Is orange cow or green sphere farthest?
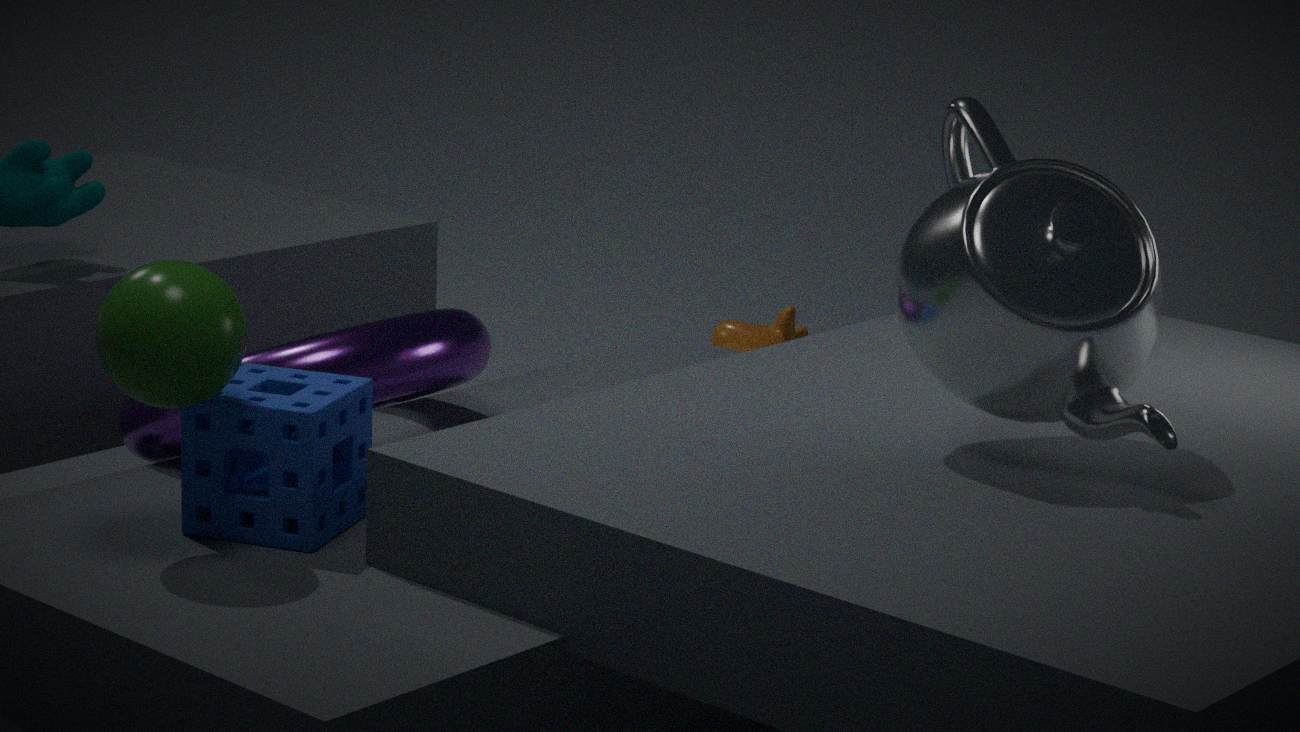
orange cow
